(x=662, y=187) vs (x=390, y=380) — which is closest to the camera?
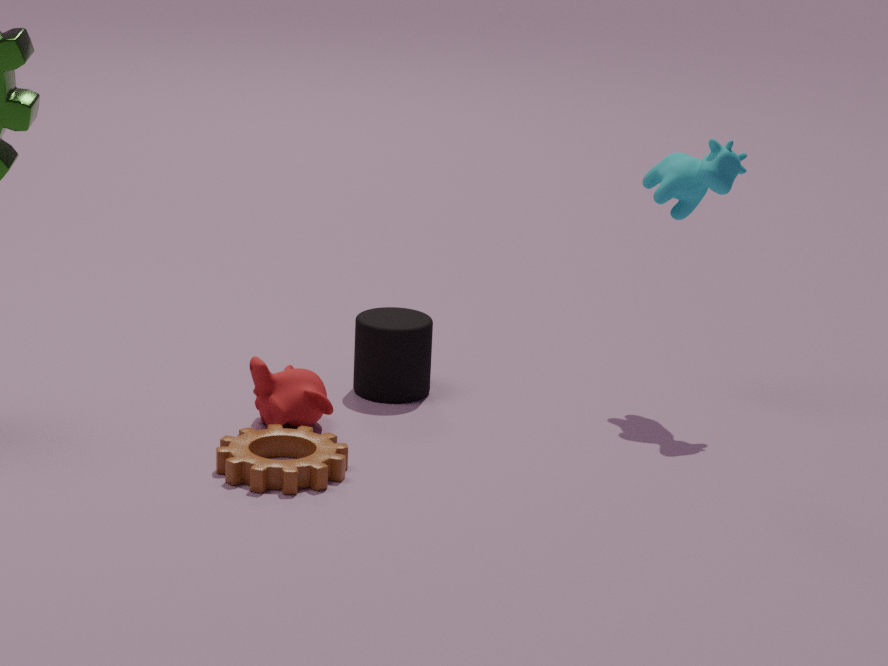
(x=662, y=187)
